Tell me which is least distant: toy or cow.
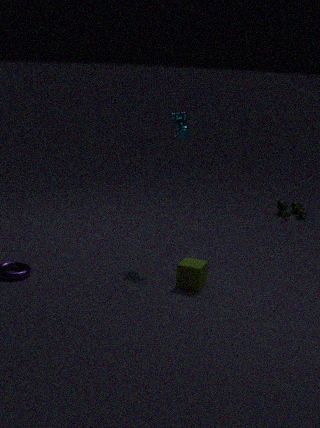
cow
